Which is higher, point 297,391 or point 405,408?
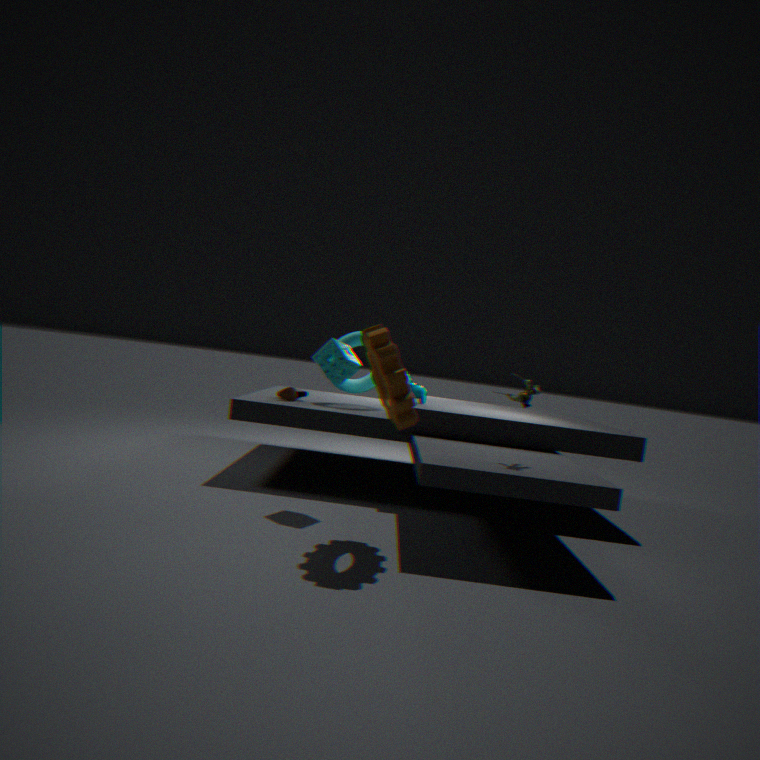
point 405,408
